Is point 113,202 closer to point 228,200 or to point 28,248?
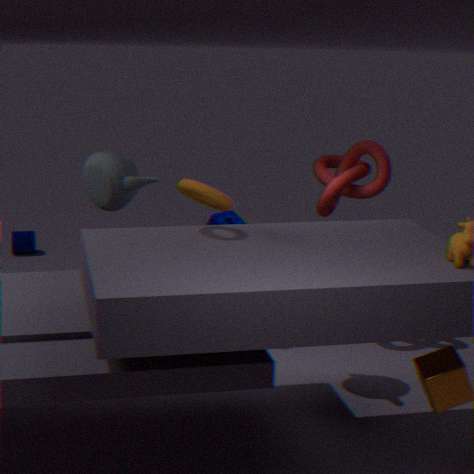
point 228,200
